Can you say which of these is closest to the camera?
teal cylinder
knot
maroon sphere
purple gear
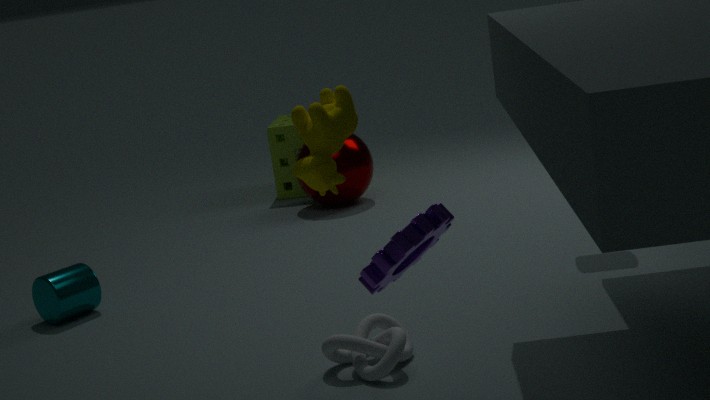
purple gear
